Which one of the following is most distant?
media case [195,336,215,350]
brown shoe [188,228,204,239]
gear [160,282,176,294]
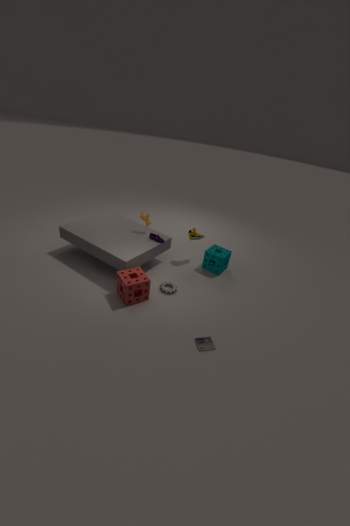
brown shoe [188,228,204,239]
